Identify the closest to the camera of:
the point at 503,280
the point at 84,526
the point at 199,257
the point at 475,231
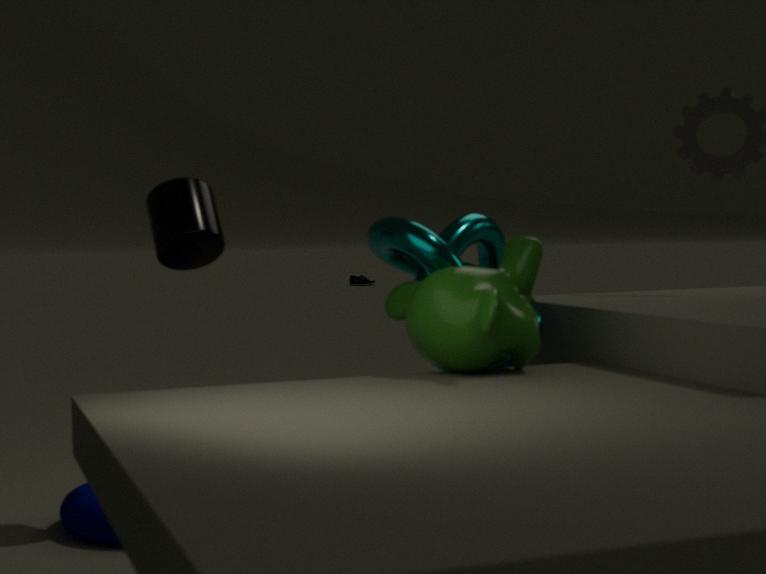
the point at 503,280
